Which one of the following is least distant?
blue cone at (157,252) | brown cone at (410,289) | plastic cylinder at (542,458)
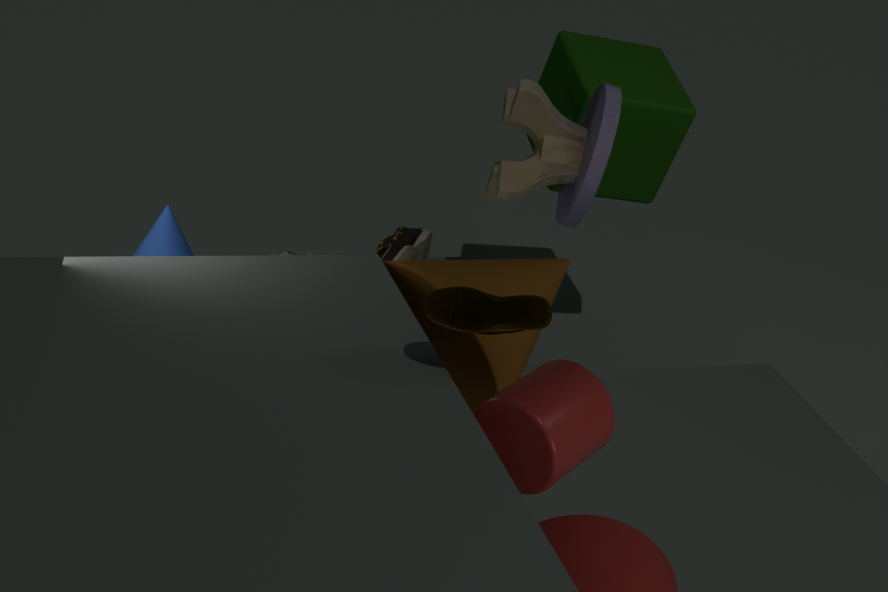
plastic cylinder at (542,458)
